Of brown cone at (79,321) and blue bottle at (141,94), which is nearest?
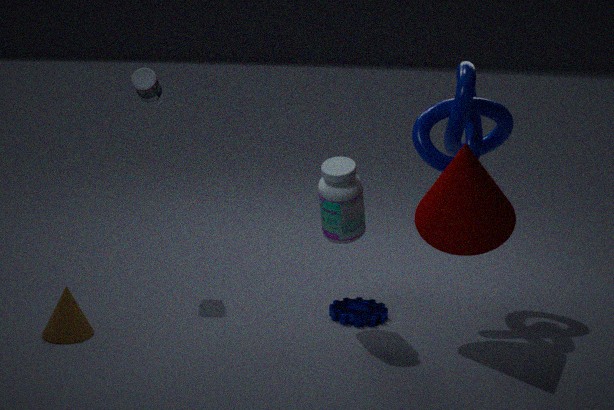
brown cone at (79,321)
